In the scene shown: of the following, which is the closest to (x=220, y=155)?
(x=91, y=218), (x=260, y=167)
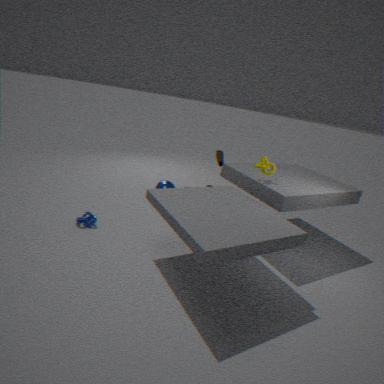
(x=260, y=167)
